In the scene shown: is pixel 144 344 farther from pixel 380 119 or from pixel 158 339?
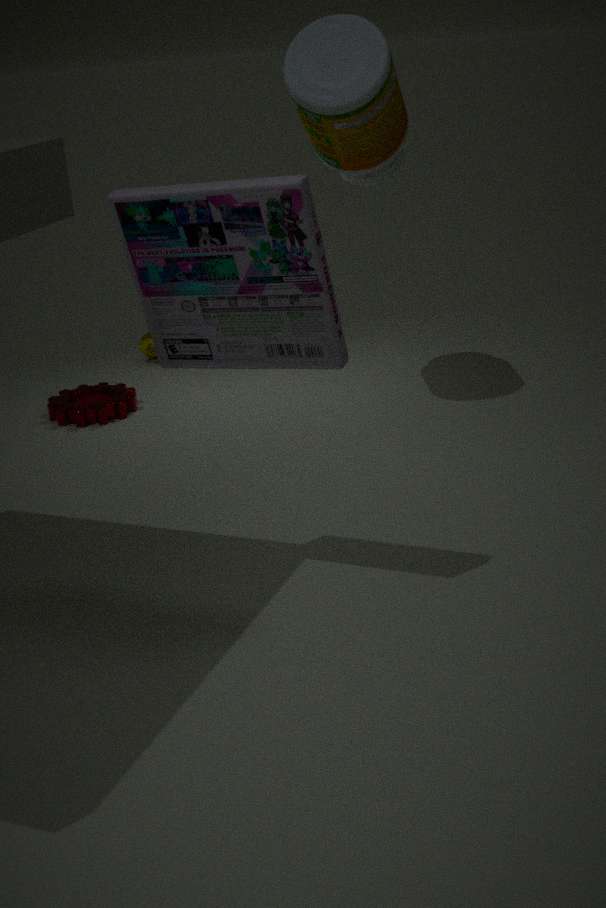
pixel 158 339
